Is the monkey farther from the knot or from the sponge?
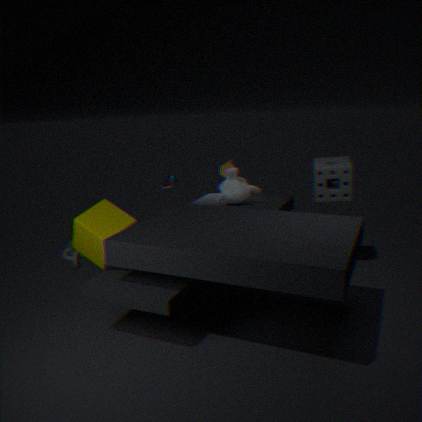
the knot
